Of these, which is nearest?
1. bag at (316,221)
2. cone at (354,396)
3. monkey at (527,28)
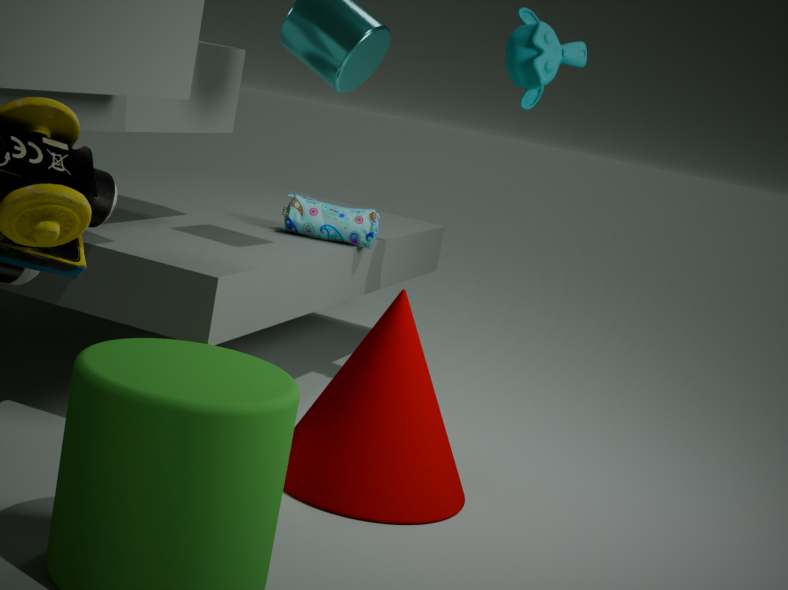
cone at (354,396)
